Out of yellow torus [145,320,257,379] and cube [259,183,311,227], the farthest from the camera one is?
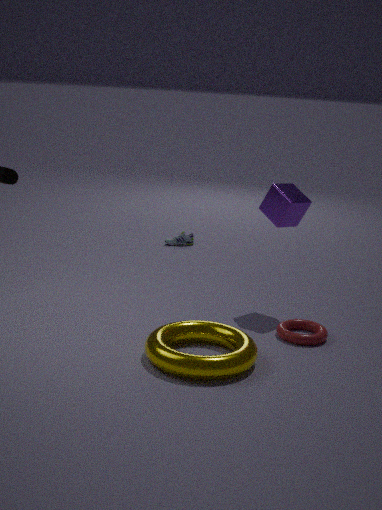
cube [259,183,311,227]
